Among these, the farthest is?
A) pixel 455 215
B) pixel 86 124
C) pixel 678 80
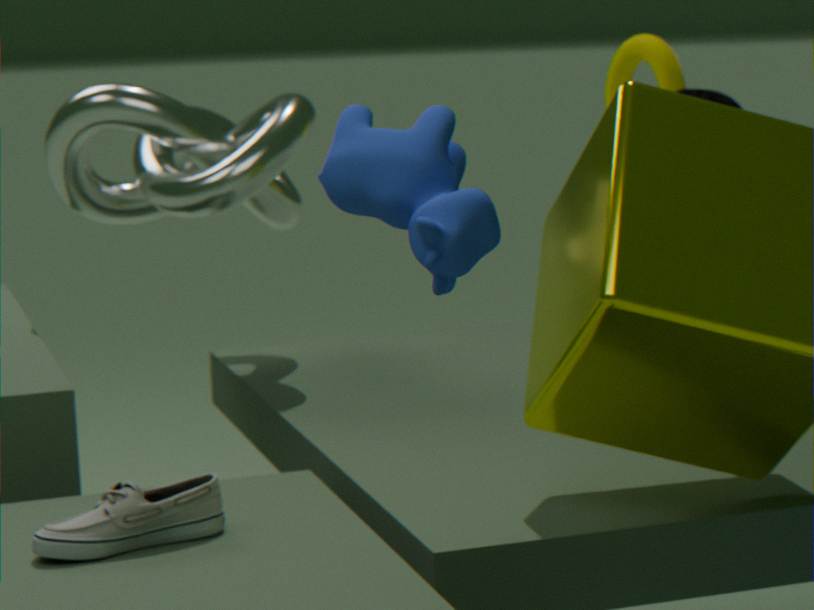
pixel 678 80
